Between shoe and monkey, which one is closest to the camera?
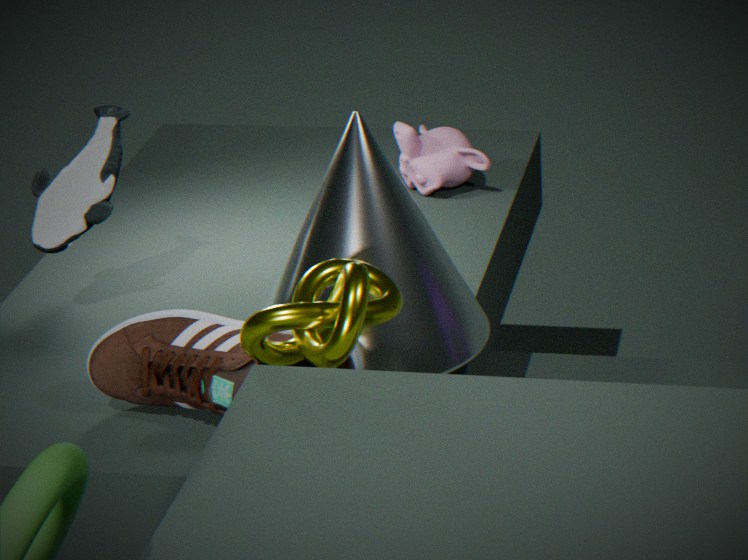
shoe
